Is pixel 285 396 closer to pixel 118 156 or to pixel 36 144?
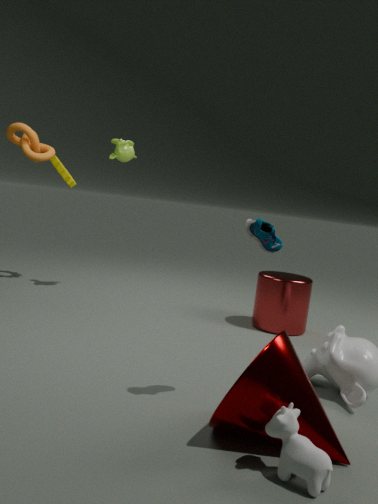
pixel 36 144
